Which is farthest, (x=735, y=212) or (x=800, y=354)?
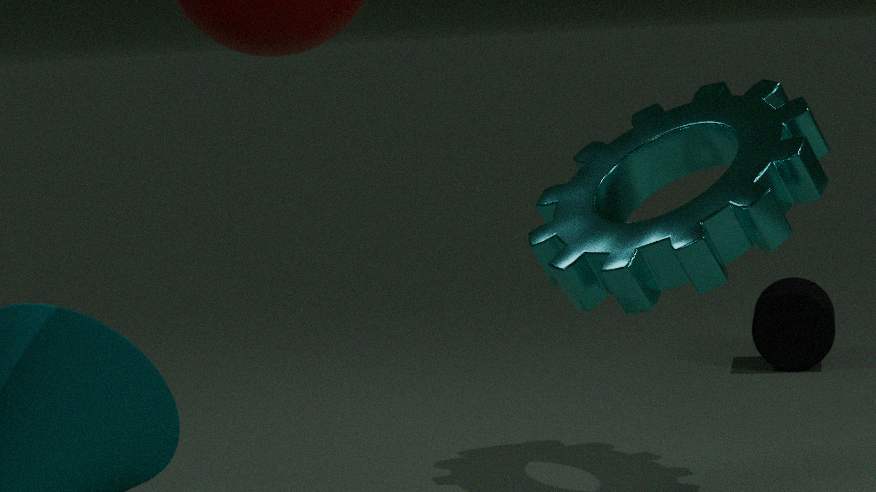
(x=800, y=354)
